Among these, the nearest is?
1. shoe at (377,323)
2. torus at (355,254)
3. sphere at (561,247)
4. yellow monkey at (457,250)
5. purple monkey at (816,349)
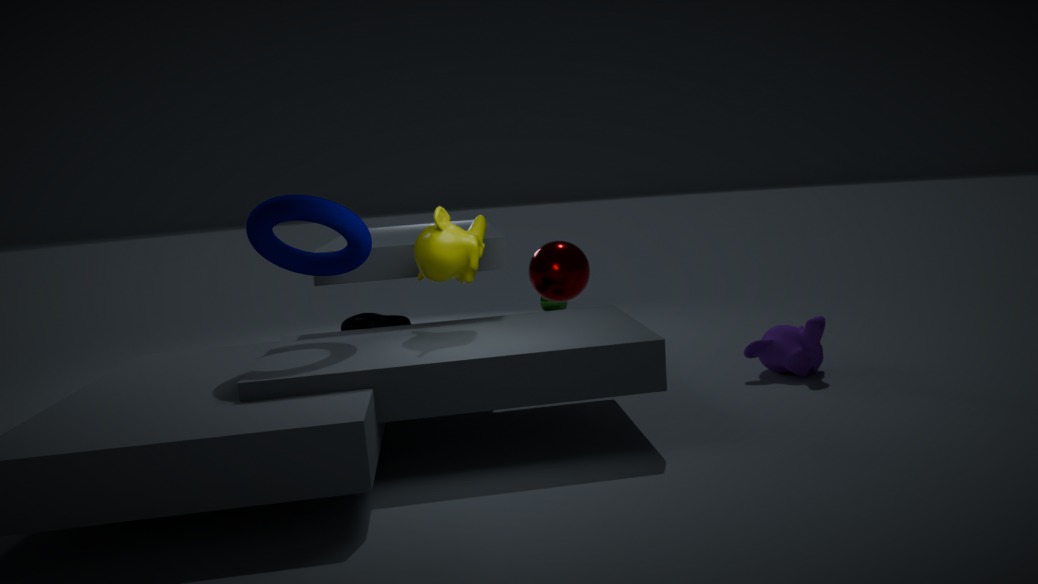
torus at (355,254)
